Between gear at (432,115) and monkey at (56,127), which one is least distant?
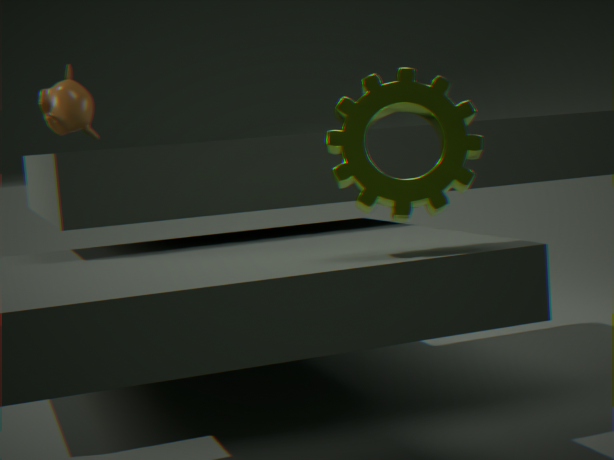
gear at (432,115)
